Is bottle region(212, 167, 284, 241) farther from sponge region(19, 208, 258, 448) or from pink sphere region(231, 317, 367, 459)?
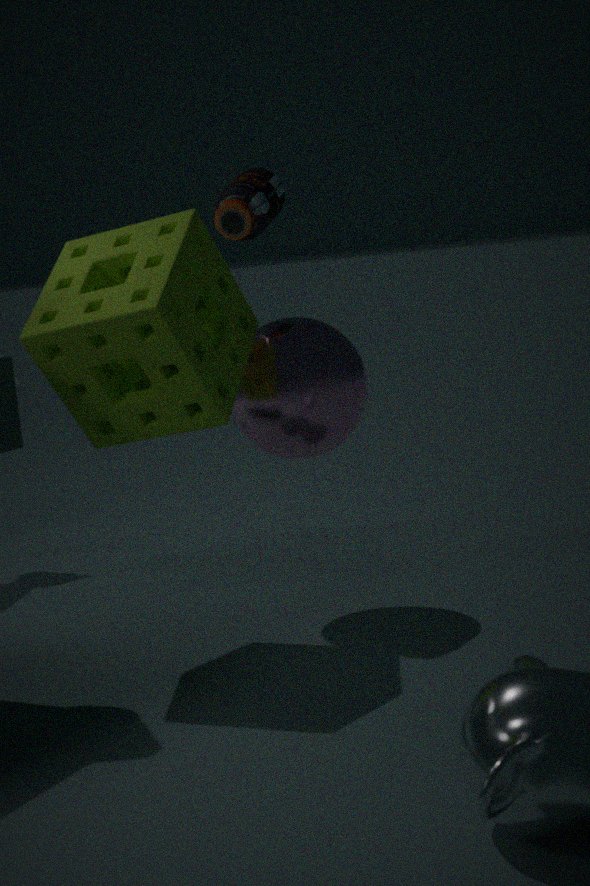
pink sphere region(231, 317, 367, 459)
